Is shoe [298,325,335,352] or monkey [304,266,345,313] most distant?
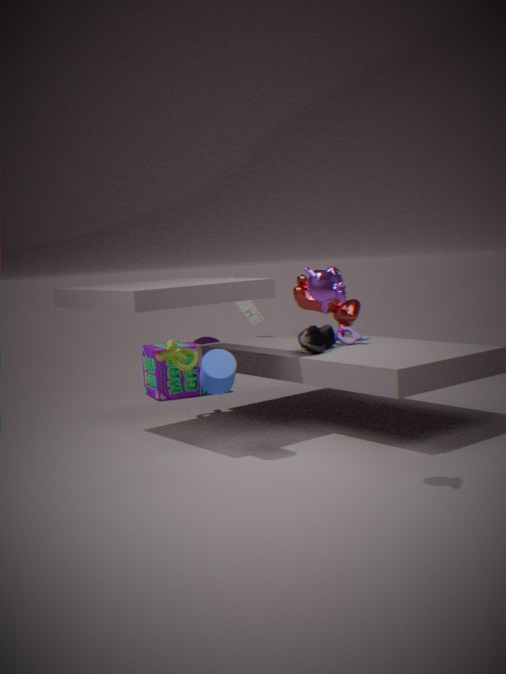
shoe [298,325,335,352]
